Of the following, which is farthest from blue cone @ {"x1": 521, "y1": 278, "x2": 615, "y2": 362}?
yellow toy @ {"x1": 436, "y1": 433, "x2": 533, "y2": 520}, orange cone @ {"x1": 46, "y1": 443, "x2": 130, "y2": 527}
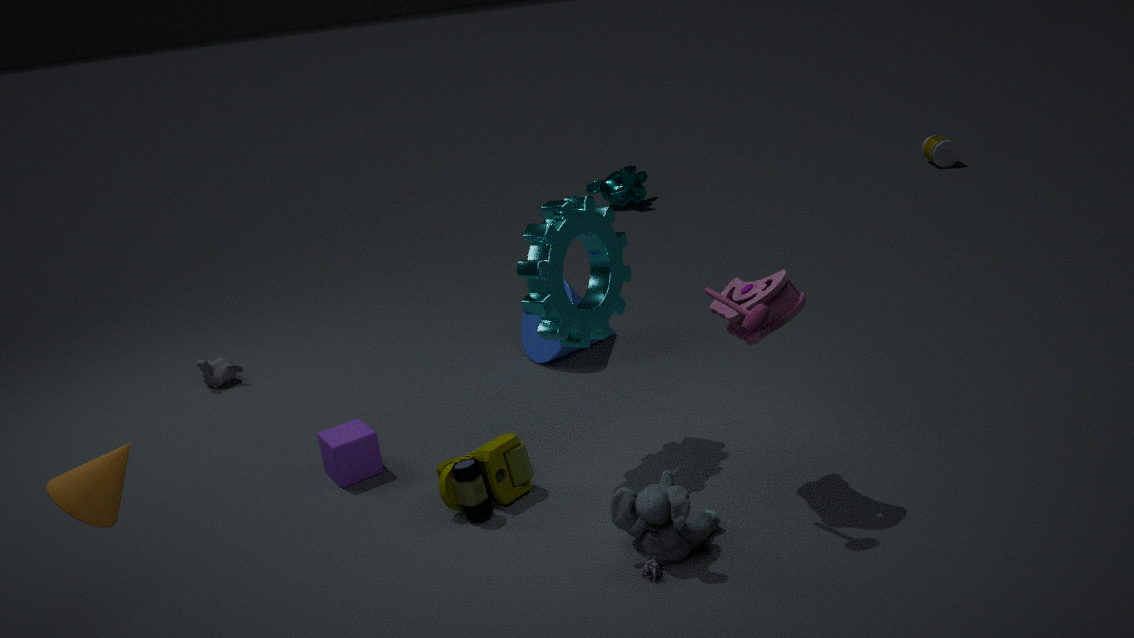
orange cone @ {"x1": 46, "y1": 443, "x2": 130, "y2": 527}
